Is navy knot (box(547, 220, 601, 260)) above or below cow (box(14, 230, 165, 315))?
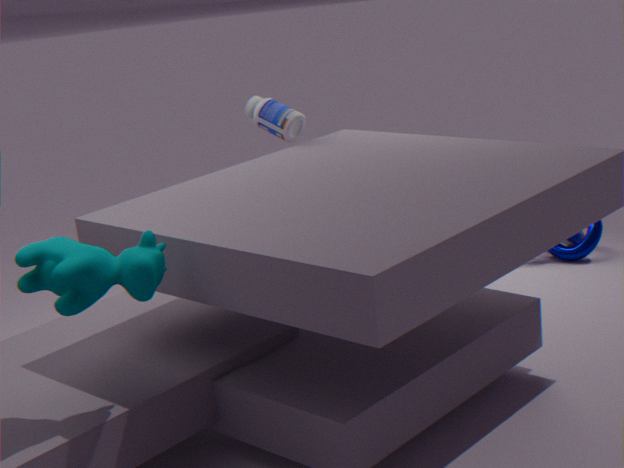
below
